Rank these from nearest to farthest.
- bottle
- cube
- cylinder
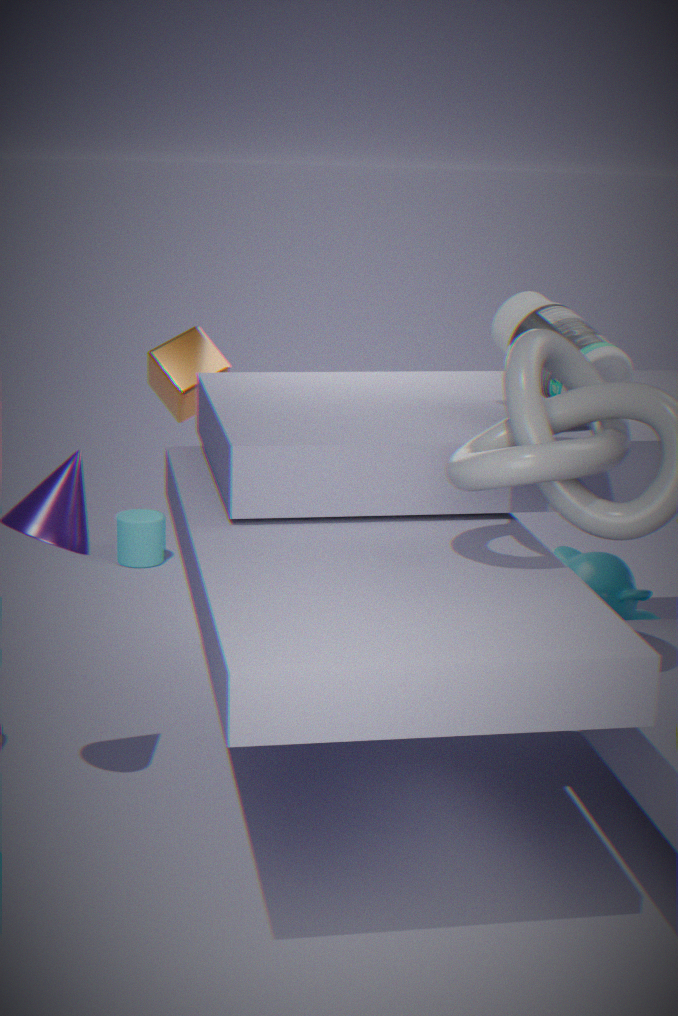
bottle → cube → cylinder
